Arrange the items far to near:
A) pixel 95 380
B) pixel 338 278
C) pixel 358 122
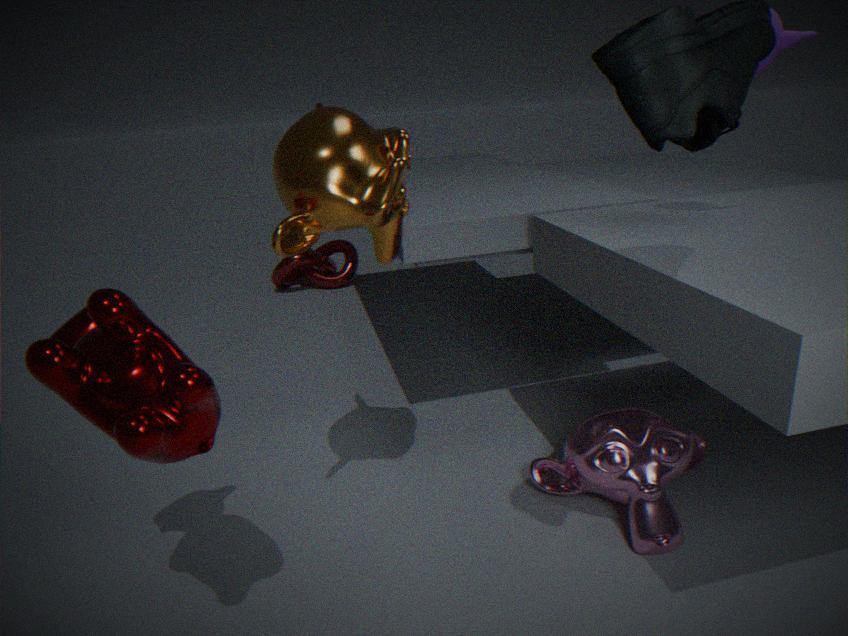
pixel 338 278
pixel 358 122
pixel 95 380
